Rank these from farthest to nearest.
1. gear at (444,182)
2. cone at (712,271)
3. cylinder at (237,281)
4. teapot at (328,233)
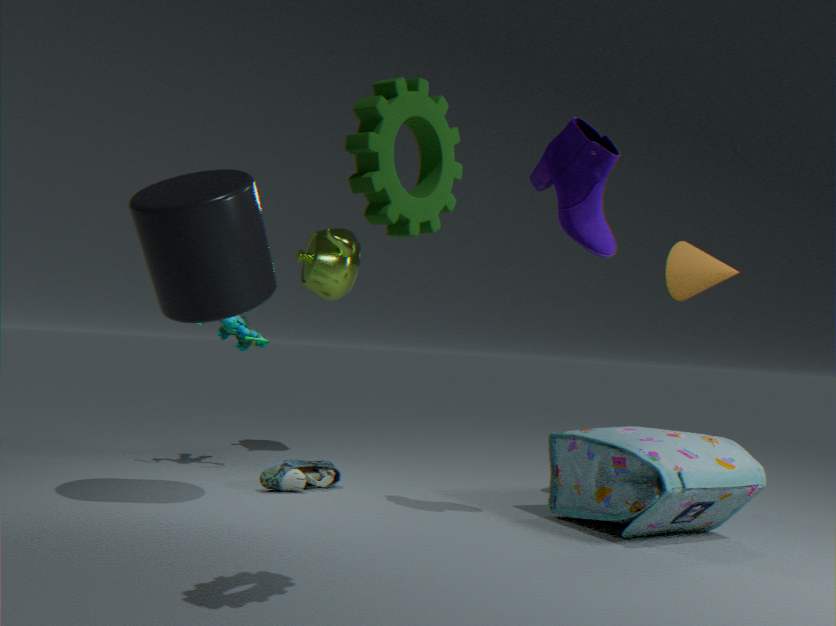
teapot at (328,233) < cone at (712,271) < cylinder at (237,281) < gear at (444,182)
